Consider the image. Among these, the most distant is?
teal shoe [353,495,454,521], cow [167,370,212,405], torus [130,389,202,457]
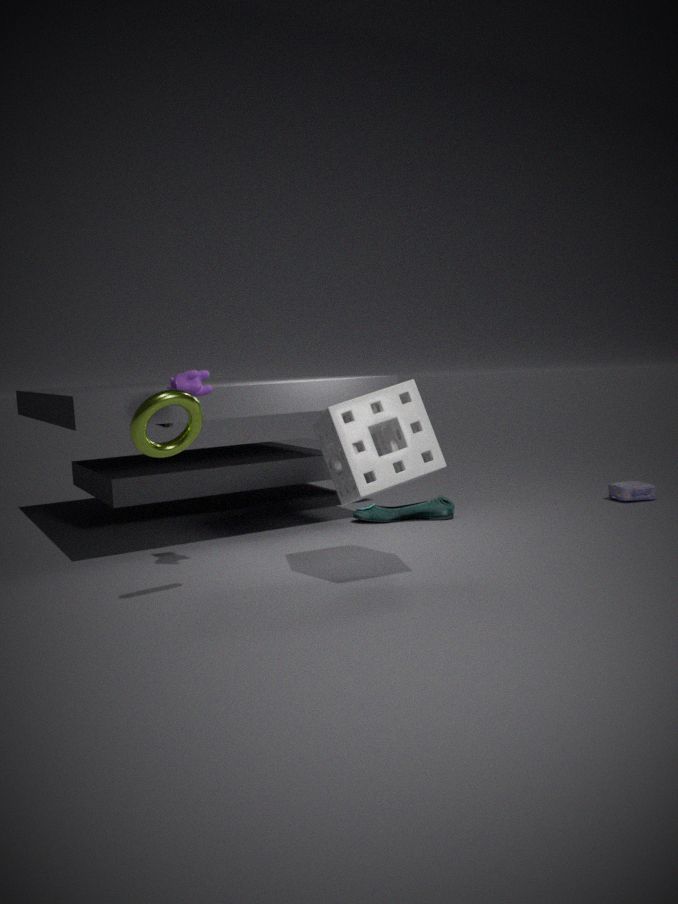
teal shoe [353,495,454,521]
